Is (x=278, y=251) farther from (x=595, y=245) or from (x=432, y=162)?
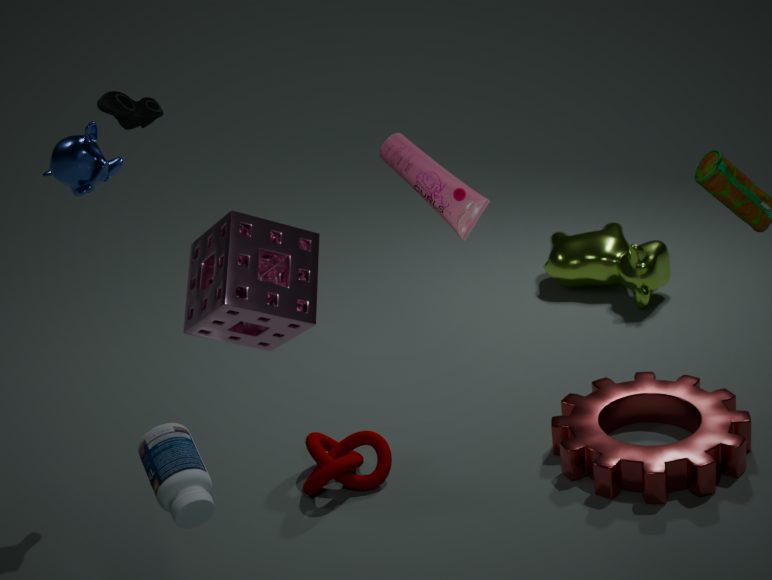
(x=595, y=245)
